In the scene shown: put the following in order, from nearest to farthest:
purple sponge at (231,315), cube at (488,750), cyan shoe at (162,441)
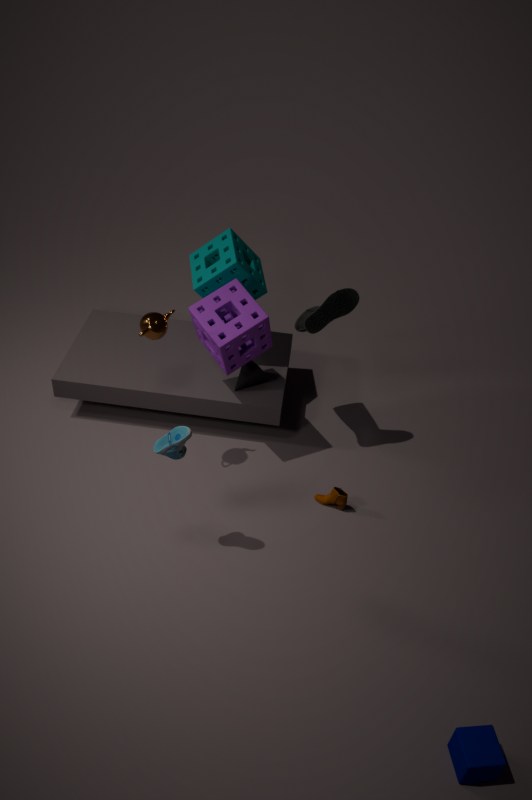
1. cube at (488,750)
2. cyan shoe at (162,441)
3. purple sponge at (231,315)
